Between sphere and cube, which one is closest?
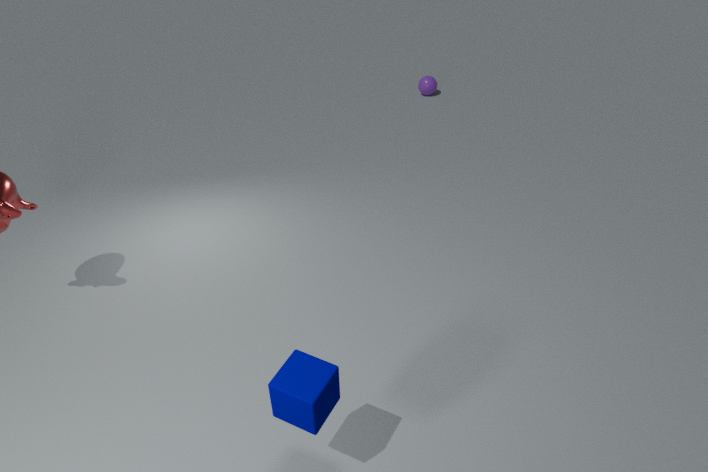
cube
